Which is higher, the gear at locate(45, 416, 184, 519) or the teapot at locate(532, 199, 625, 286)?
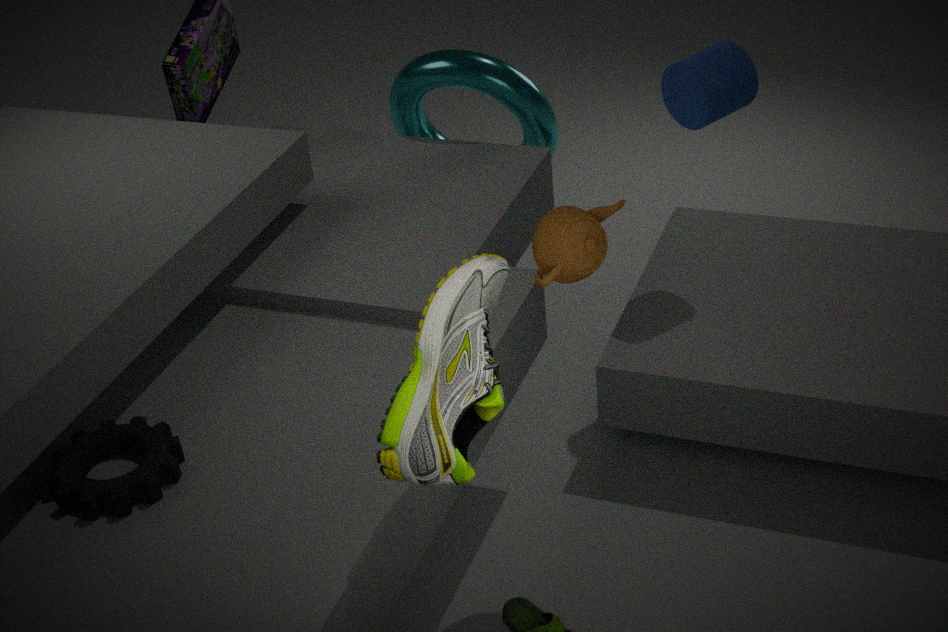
the teapot at locate(532, 199, 625, 286)
